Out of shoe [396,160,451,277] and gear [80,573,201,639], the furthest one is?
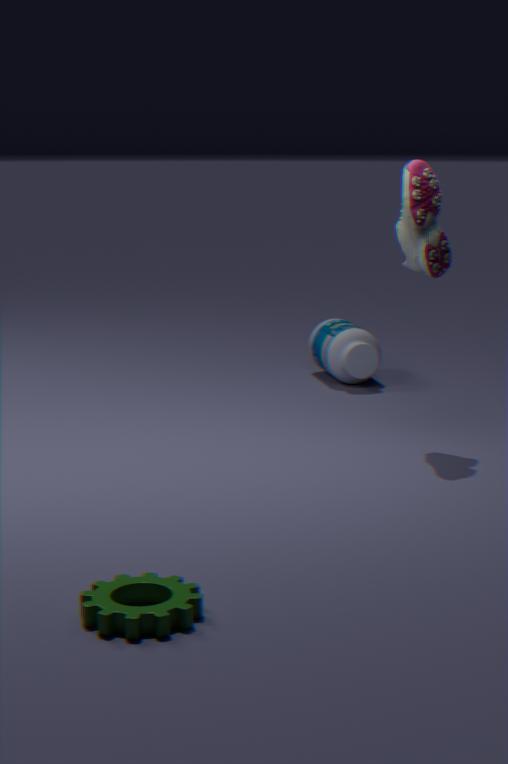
shoe [396,160,451,277]
